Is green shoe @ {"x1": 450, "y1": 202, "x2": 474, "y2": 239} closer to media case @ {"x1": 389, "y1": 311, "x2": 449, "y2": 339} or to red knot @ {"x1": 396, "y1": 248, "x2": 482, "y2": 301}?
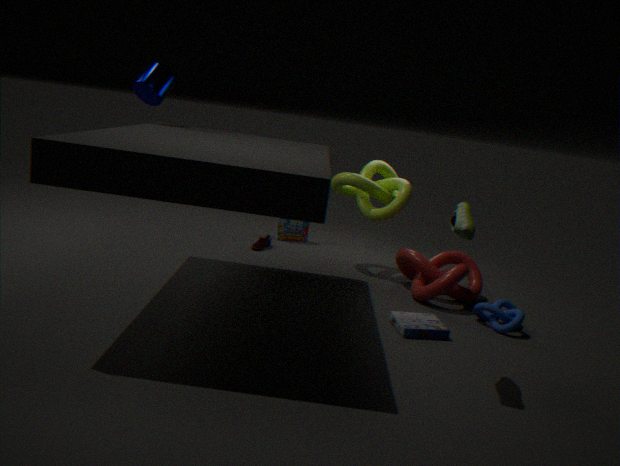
media case @ {"x1": 389, "y1": 311, "x2": 449, "y2": 339}
